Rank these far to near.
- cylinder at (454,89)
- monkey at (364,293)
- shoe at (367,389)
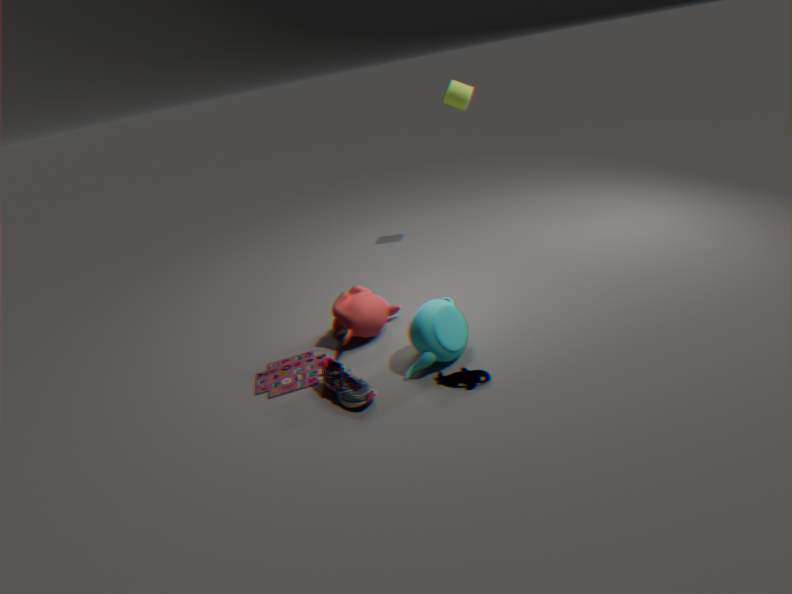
1. cylinder at (454,89)
2. monkey at (364,293)
3. shoe at (367,389)
